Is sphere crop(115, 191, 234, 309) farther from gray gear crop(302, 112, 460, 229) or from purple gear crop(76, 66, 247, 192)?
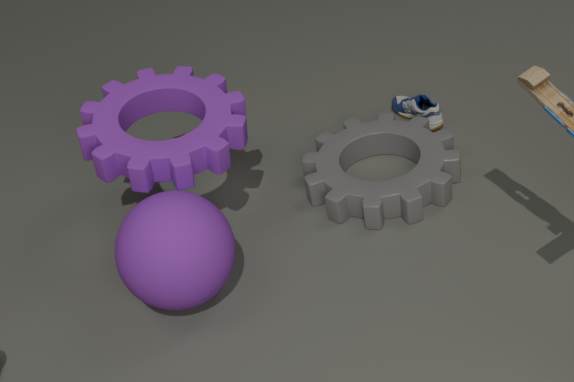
gray gear crop(302, 112, 460, 229)
